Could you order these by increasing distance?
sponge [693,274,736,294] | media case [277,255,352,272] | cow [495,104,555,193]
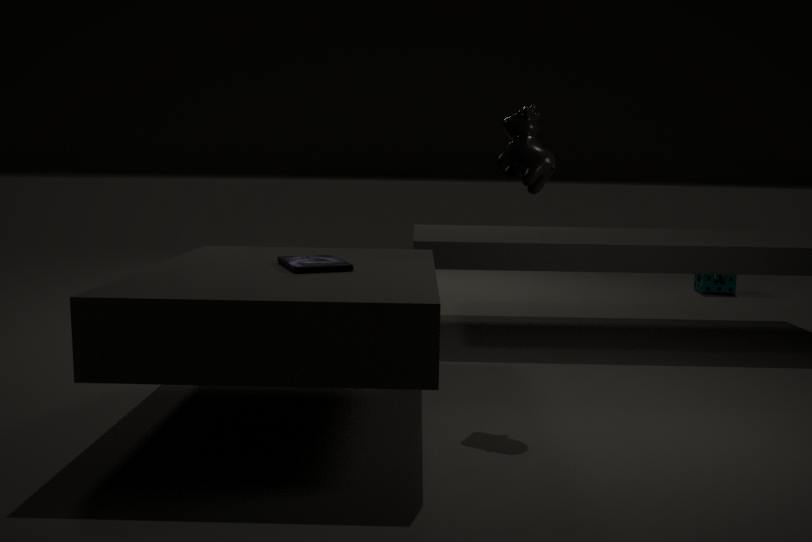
media case [277,255,352,272], cow [495,104,555,193], sponge [693,274,736,294]
